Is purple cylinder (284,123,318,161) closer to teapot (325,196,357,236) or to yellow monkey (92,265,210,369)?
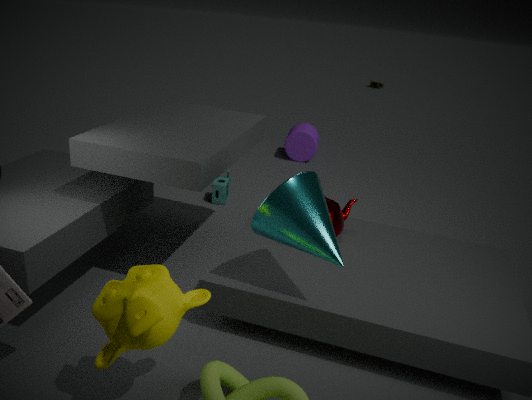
teapot (325,196,357,236)
